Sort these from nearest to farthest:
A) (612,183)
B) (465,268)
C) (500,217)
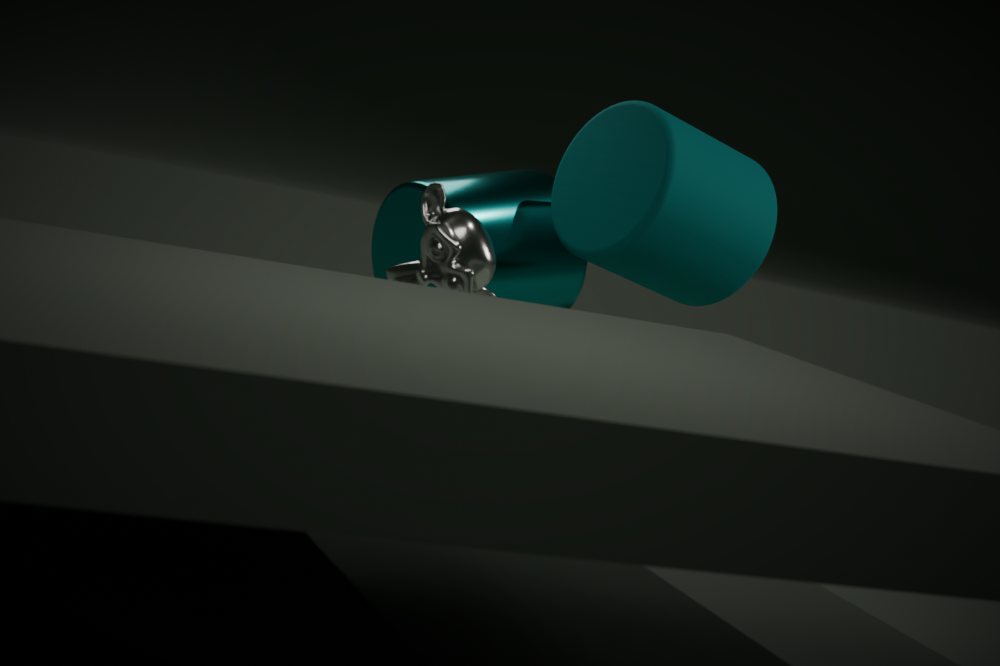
1. (465,268)
2. (612,183)
3. (500,217)
